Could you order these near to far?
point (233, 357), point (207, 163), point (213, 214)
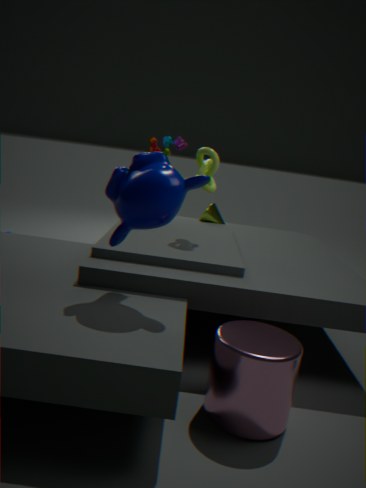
point (233, 357), point (207, 163), point (213, 214)
